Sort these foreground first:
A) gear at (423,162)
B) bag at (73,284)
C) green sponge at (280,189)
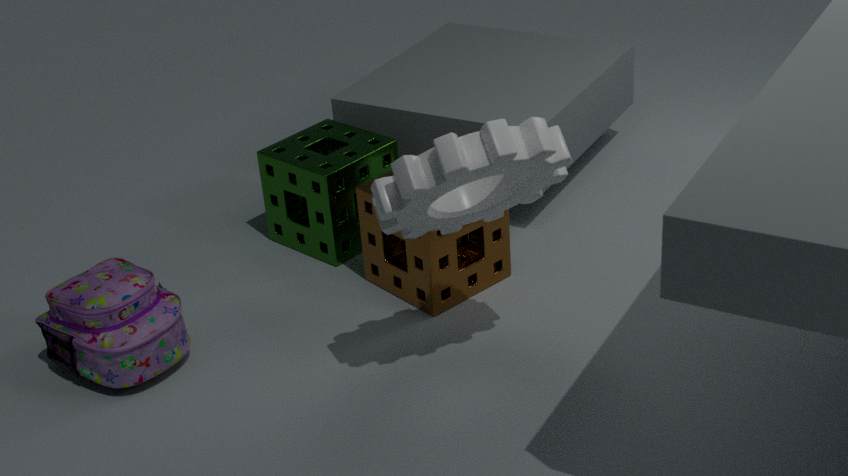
gear at (423,162) < bag at (73,284) < green sponge at (280,189)
